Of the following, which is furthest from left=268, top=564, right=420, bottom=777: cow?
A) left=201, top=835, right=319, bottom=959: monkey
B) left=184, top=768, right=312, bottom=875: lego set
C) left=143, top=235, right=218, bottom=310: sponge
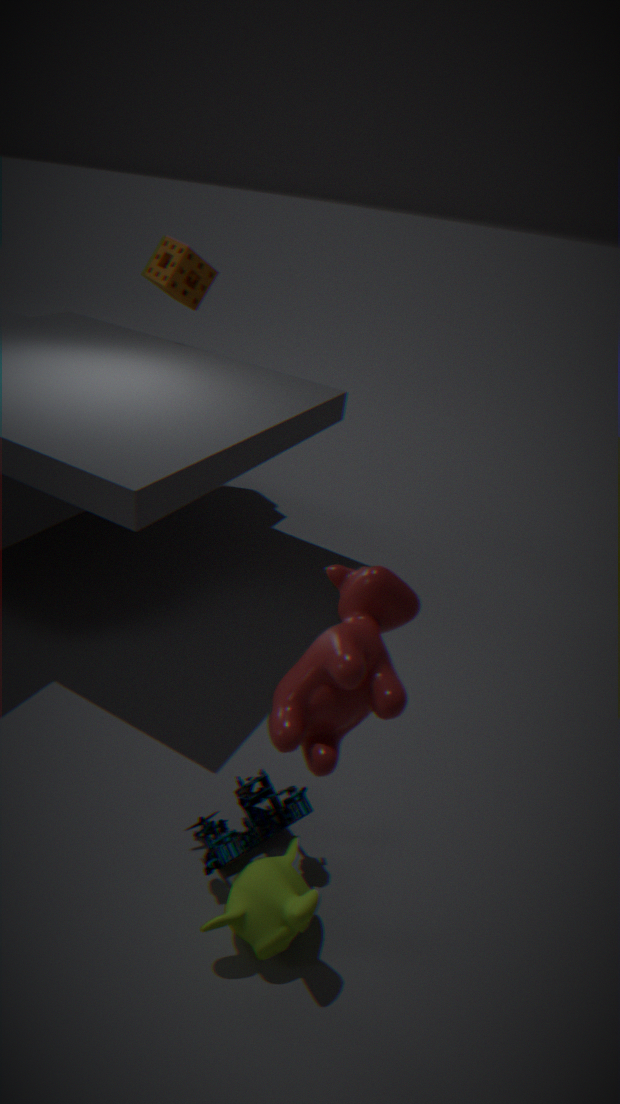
left=143, top=235, right=218, bottom=310: sponge
